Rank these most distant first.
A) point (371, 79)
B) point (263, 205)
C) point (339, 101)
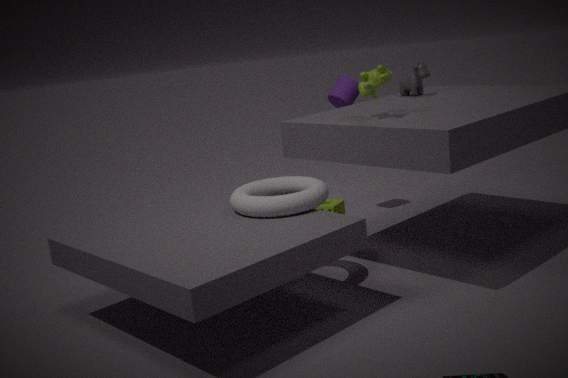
point (339, 101) < point (371, 79) < point (263, 205)
